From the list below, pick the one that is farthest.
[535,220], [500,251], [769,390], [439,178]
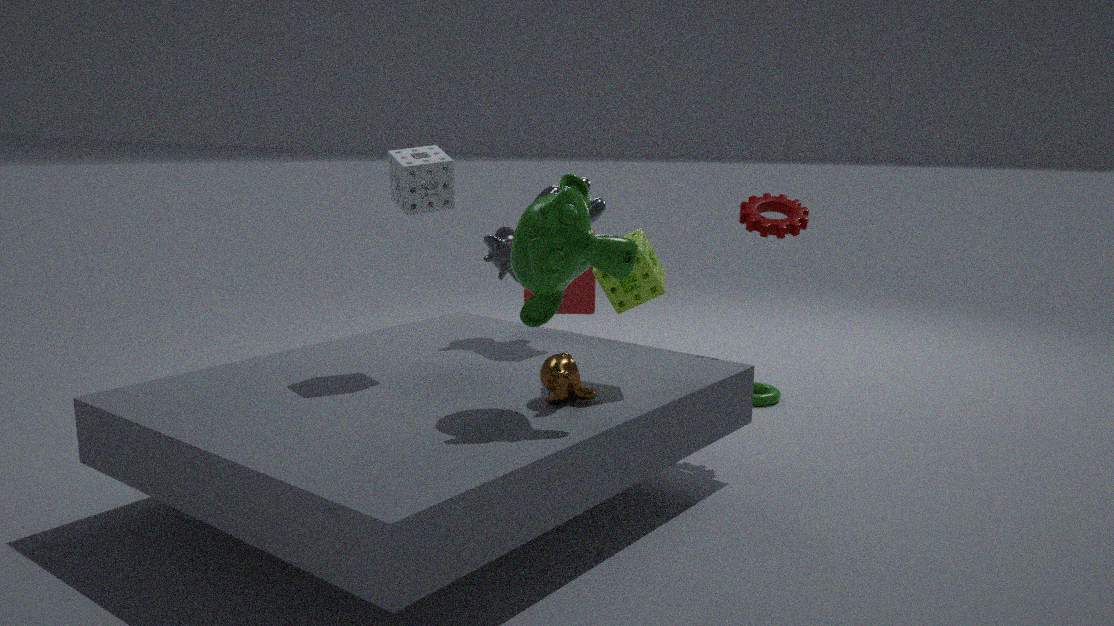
[769,390]
